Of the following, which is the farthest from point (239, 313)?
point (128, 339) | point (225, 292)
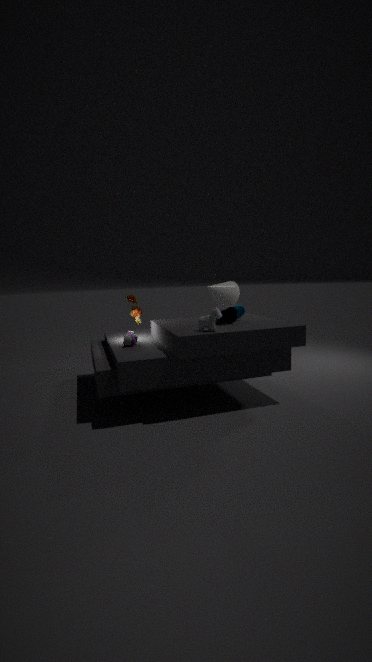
point (225, 292)
